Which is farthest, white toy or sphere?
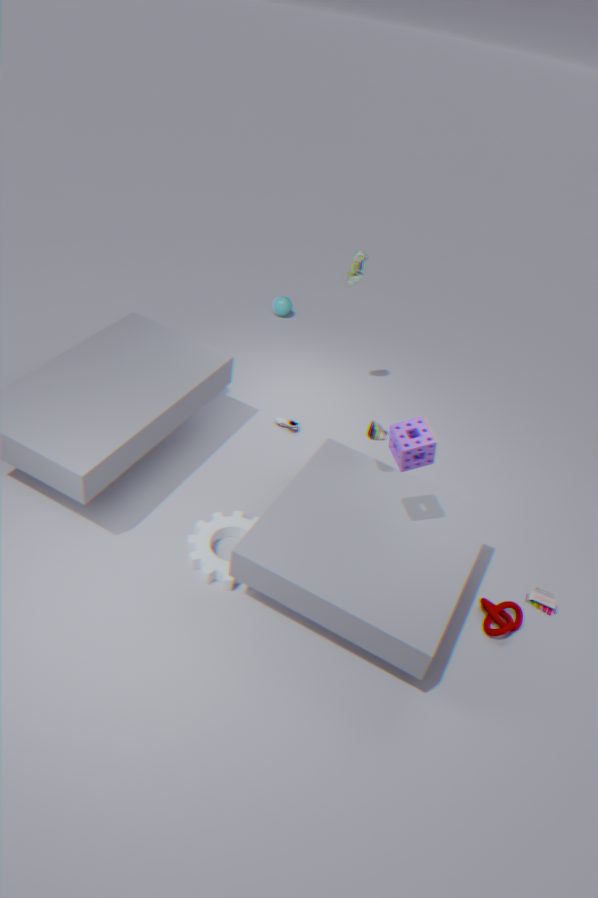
sphere
